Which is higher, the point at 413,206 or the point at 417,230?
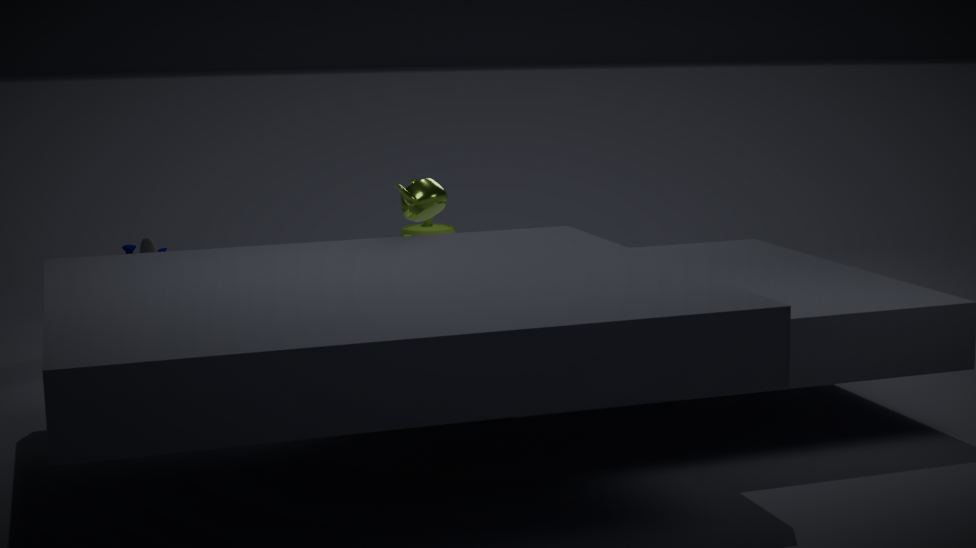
the point at 413,206
